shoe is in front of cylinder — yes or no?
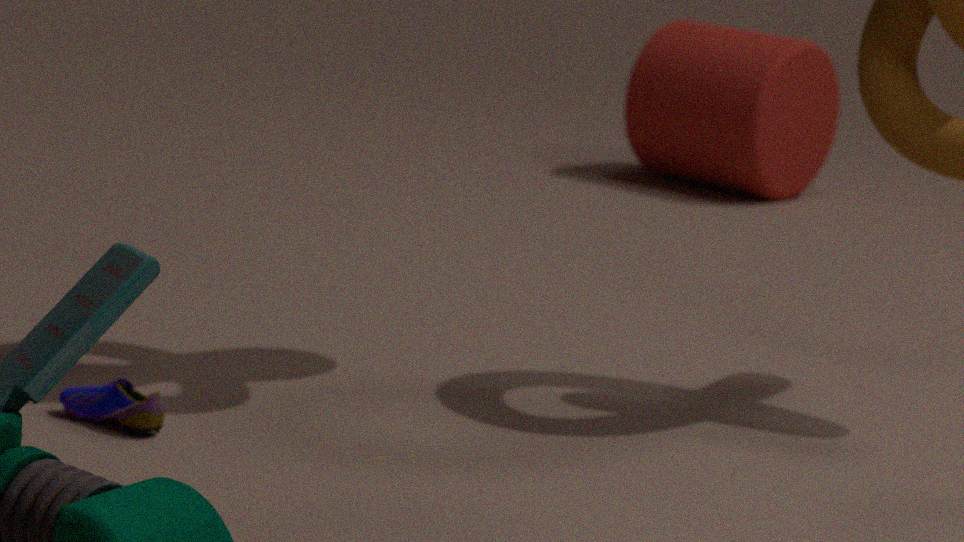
Yes
